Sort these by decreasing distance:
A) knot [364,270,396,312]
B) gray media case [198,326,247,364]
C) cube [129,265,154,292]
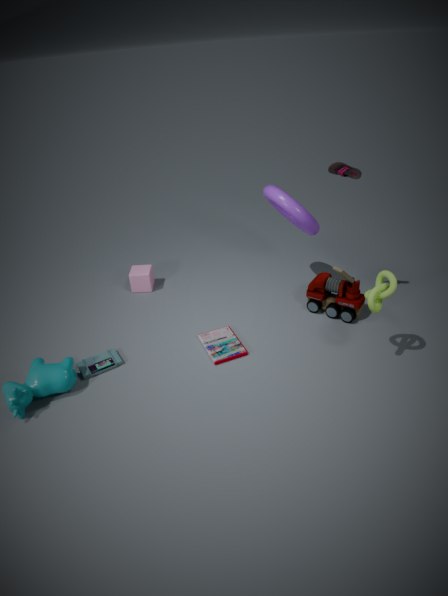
cube [129,265,154,292], gray media case [198,326,247,364], knot [364,270,396,312]
